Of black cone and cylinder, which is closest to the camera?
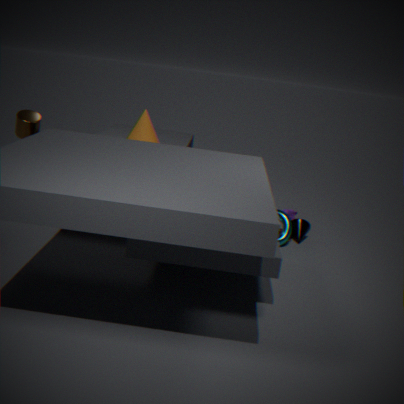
cylinder
